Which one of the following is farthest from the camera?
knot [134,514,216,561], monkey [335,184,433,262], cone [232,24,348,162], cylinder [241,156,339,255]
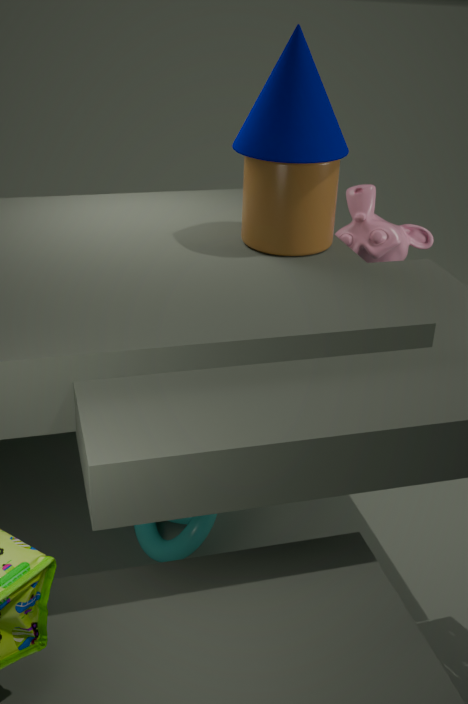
monkey [335,184,433,262]
